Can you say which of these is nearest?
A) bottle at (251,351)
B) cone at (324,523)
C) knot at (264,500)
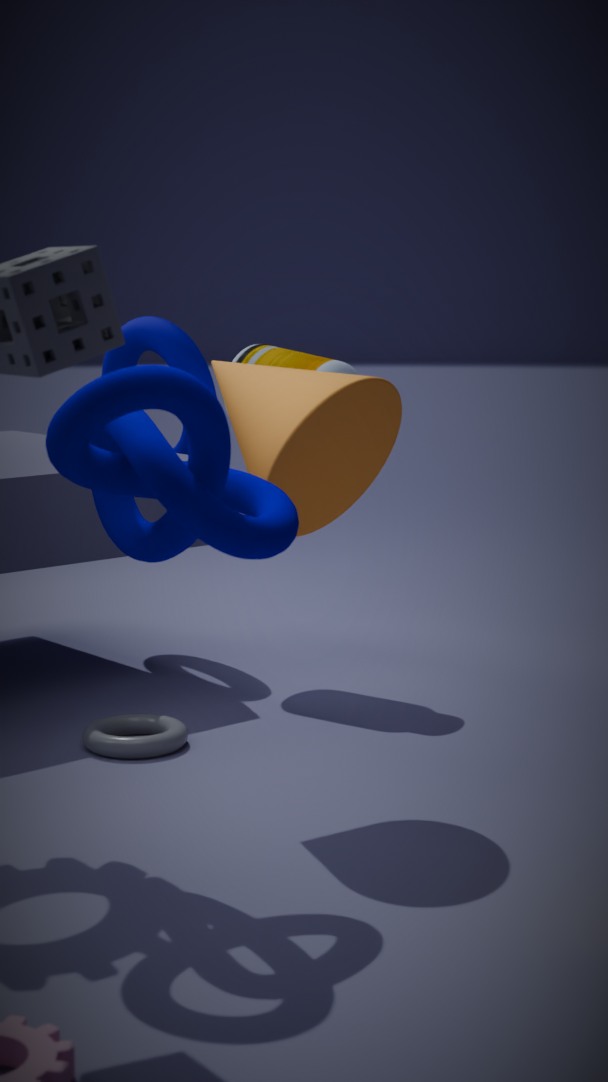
knot at (264,500)
